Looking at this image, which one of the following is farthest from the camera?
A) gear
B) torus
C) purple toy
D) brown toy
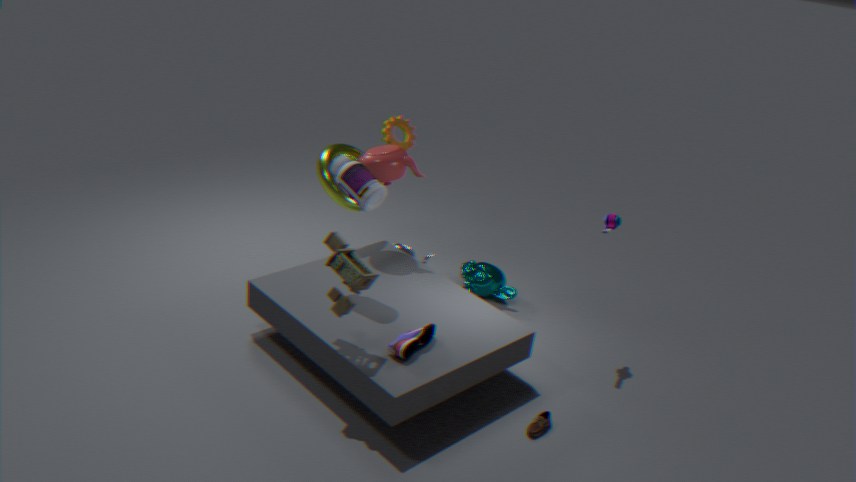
gear
